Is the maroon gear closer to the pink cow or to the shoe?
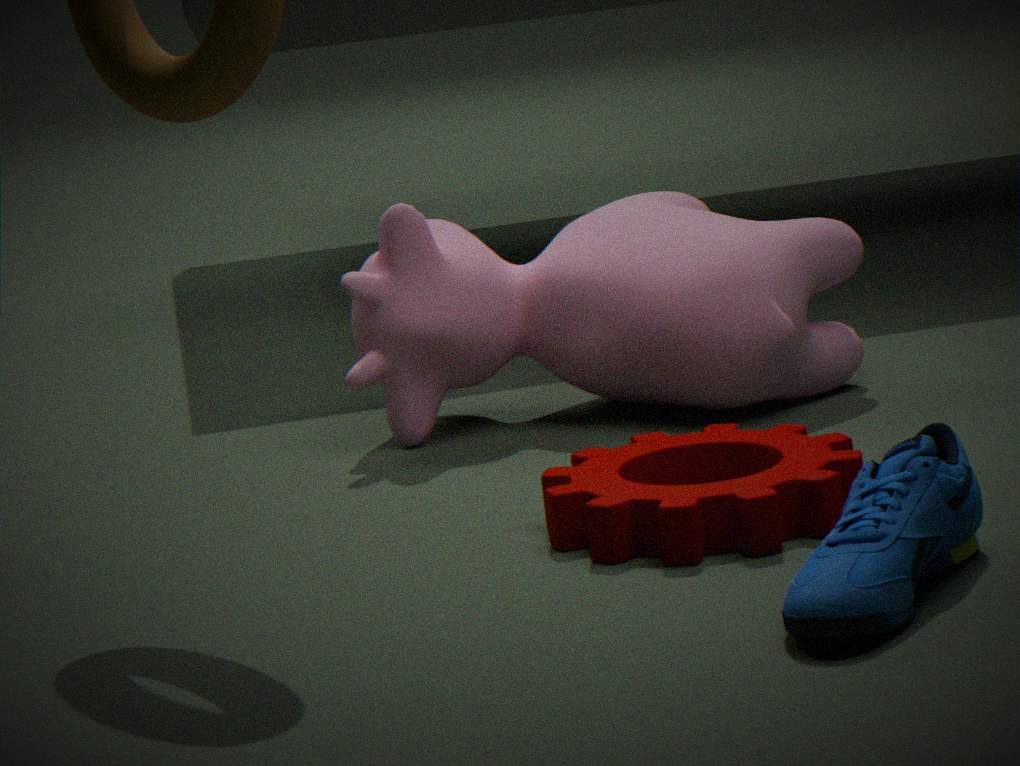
the shoe
